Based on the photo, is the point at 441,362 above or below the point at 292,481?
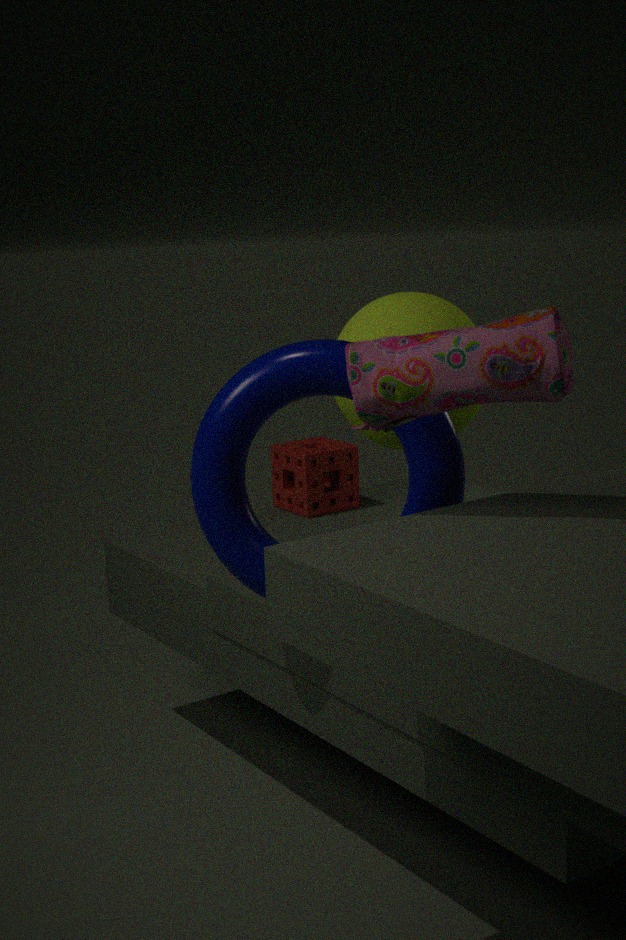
above
